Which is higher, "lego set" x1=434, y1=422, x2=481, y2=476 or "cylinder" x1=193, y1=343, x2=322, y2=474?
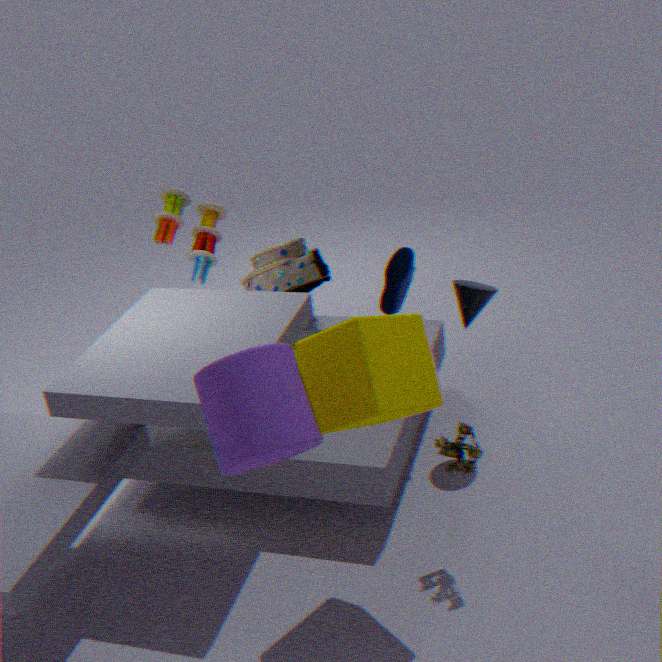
"cylinder" x1=193, y1=343, x2=322, y2=474
